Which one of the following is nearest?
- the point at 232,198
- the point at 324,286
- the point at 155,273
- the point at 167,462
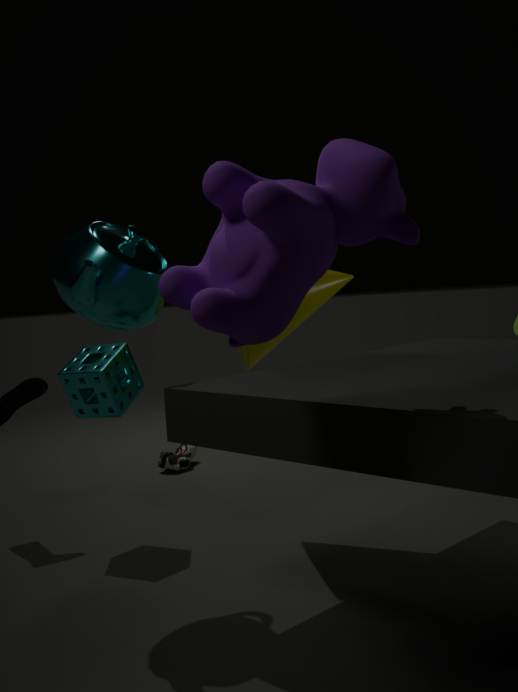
the point at 232,198
